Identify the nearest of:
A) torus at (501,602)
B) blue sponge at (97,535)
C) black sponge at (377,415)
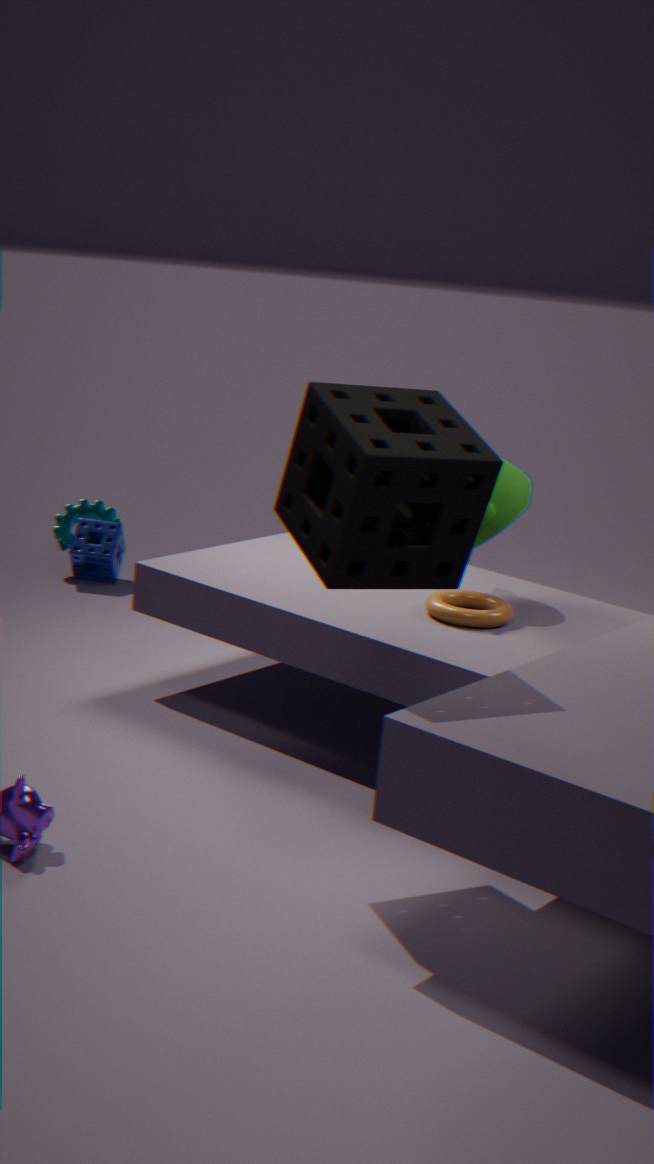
black sponge at (377,415)
